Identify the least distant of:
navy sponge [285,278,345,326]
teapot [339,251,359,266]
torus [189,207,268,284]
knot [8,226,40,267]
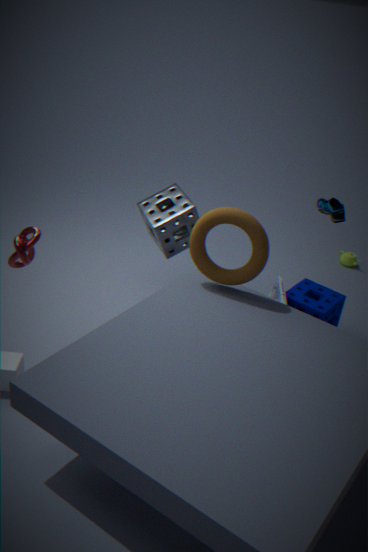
knot [8,226,40,267]
